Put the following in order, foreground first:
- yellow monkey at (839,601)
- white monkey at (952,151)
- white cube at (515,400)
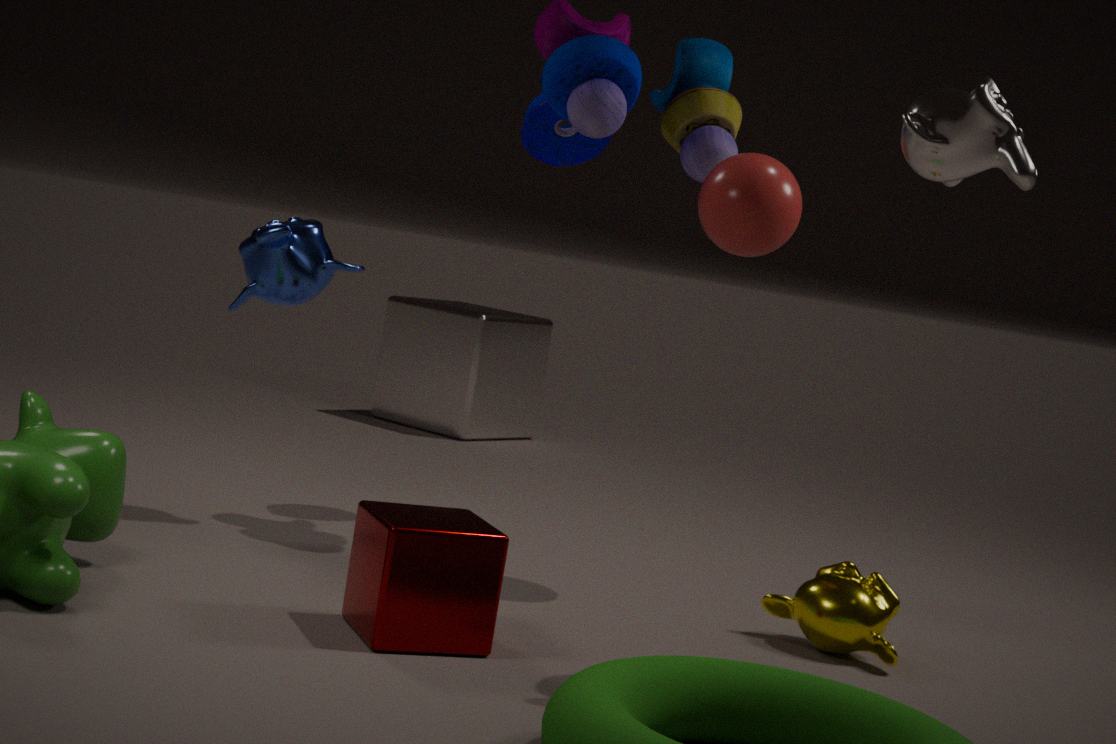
white monkey at (952,151) < yellow monkey at (839,601) < white cube at (515,400)
